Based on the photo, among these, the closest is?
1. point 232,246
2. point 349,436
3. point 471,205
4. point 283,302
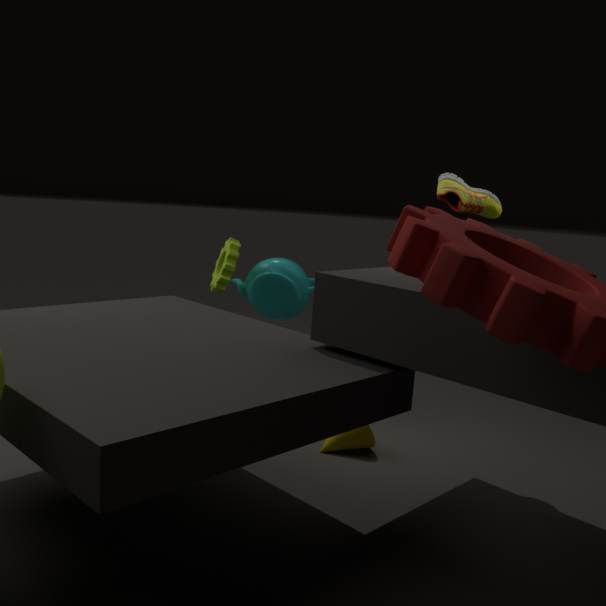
point 471,205
